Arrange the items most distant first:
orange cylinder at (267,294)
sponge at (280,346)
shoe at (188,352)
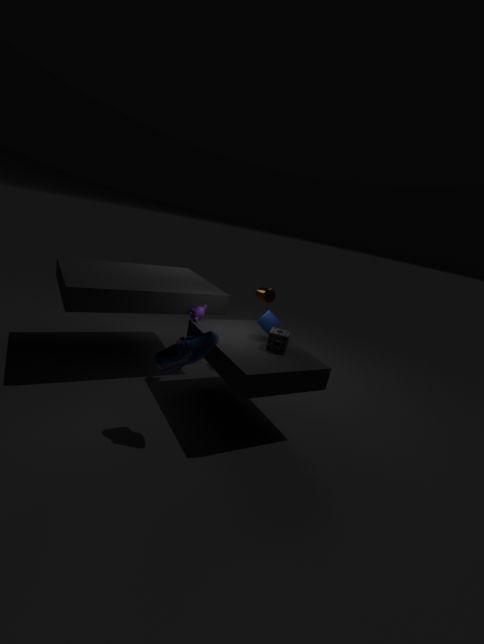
orange cylinder at (267,294), sponge at (280,346), shoe at (188,352)
